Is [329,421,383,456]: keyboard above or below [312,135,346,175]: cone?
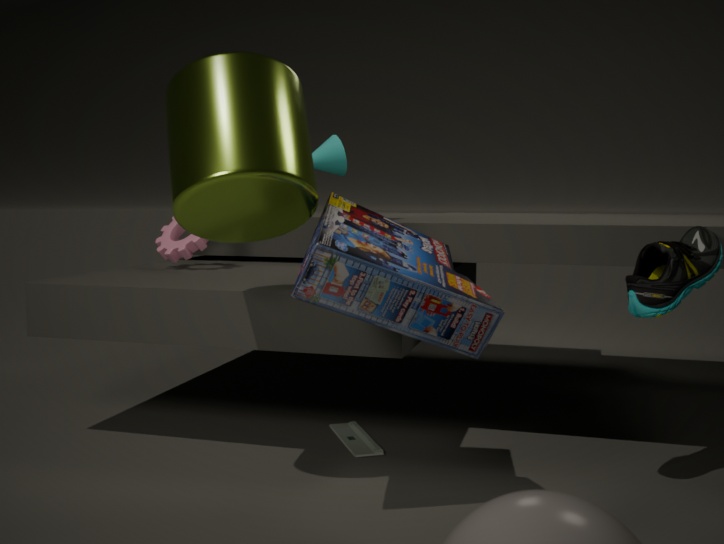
below
